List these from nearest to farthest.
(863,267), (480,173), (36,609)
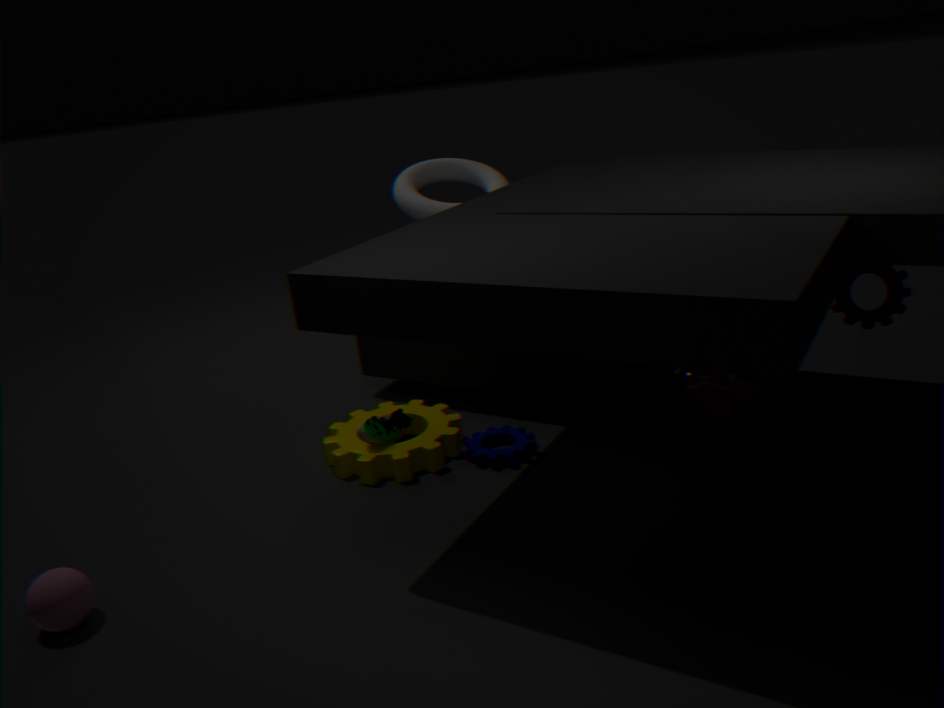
(36,609)
(863,267)
(480,173)
